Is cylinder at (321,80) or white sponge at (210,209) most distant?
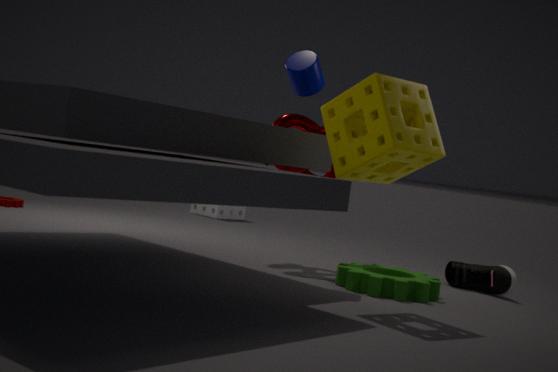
white sponge at (210,209)
